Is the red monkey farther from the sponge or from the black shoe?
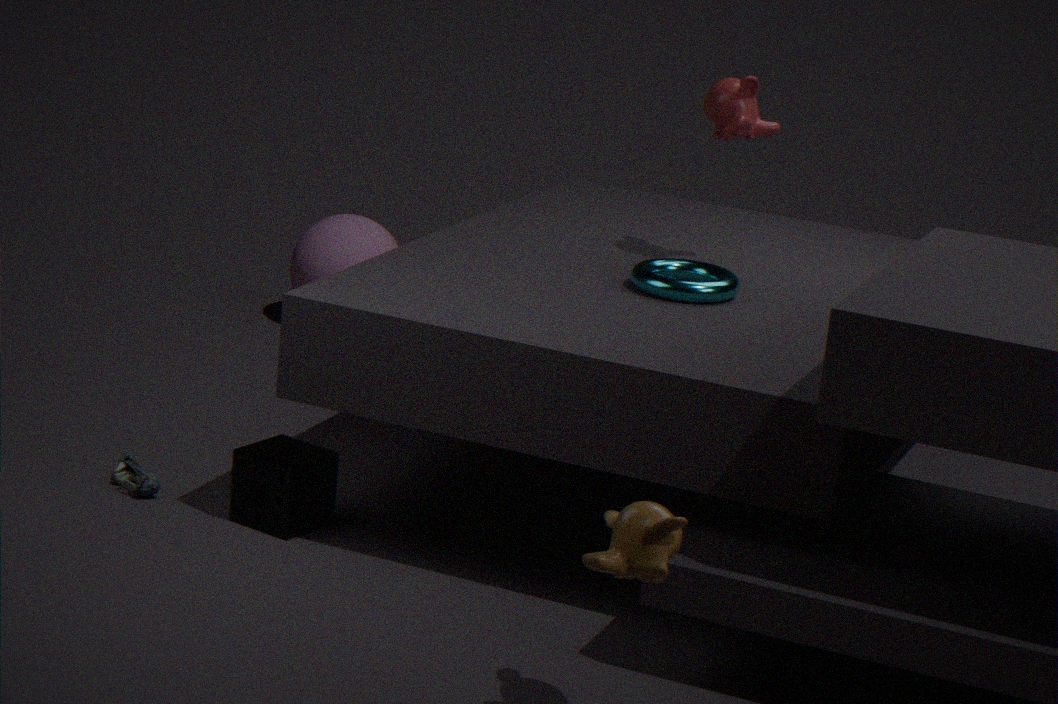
the black shoe
